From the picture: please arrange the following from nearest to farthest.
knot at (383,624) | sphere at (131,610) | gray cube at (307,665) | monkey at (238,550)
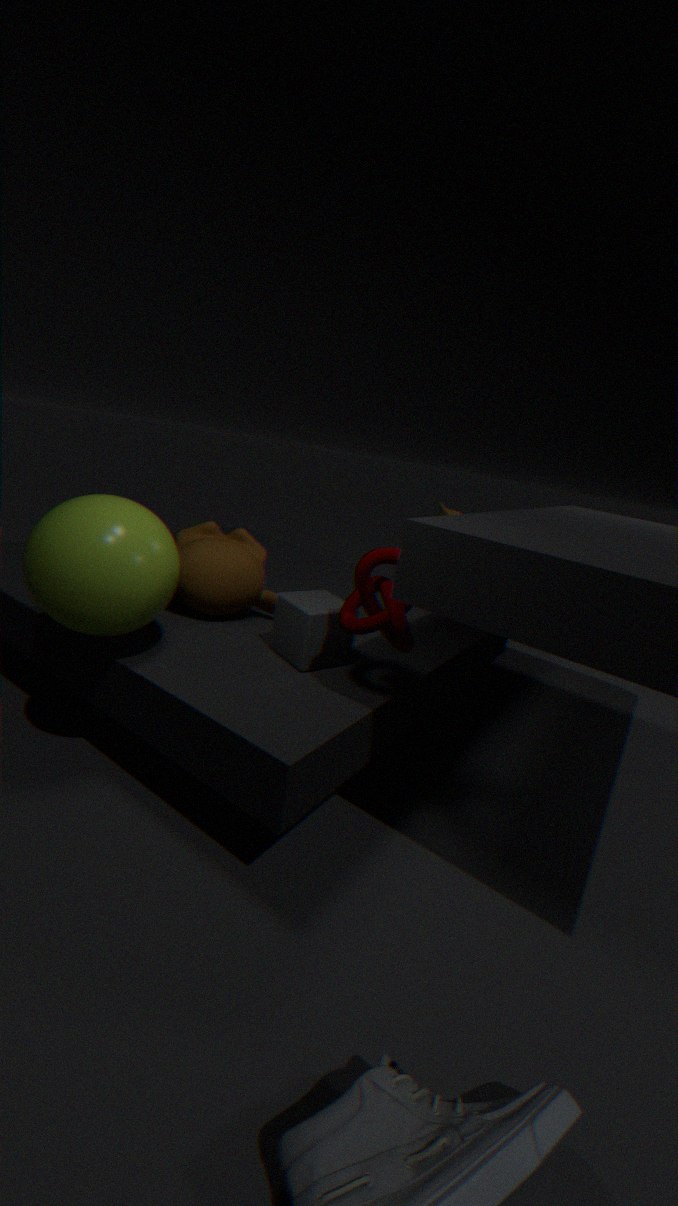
sphere at (131,610) → knot at (383,624) → gray cube at (307,665) → monkey at (238,550)
